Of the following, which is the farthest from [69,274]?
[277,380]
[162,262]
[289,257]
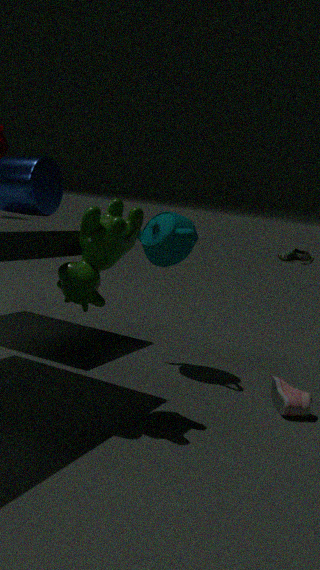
[289,257]
